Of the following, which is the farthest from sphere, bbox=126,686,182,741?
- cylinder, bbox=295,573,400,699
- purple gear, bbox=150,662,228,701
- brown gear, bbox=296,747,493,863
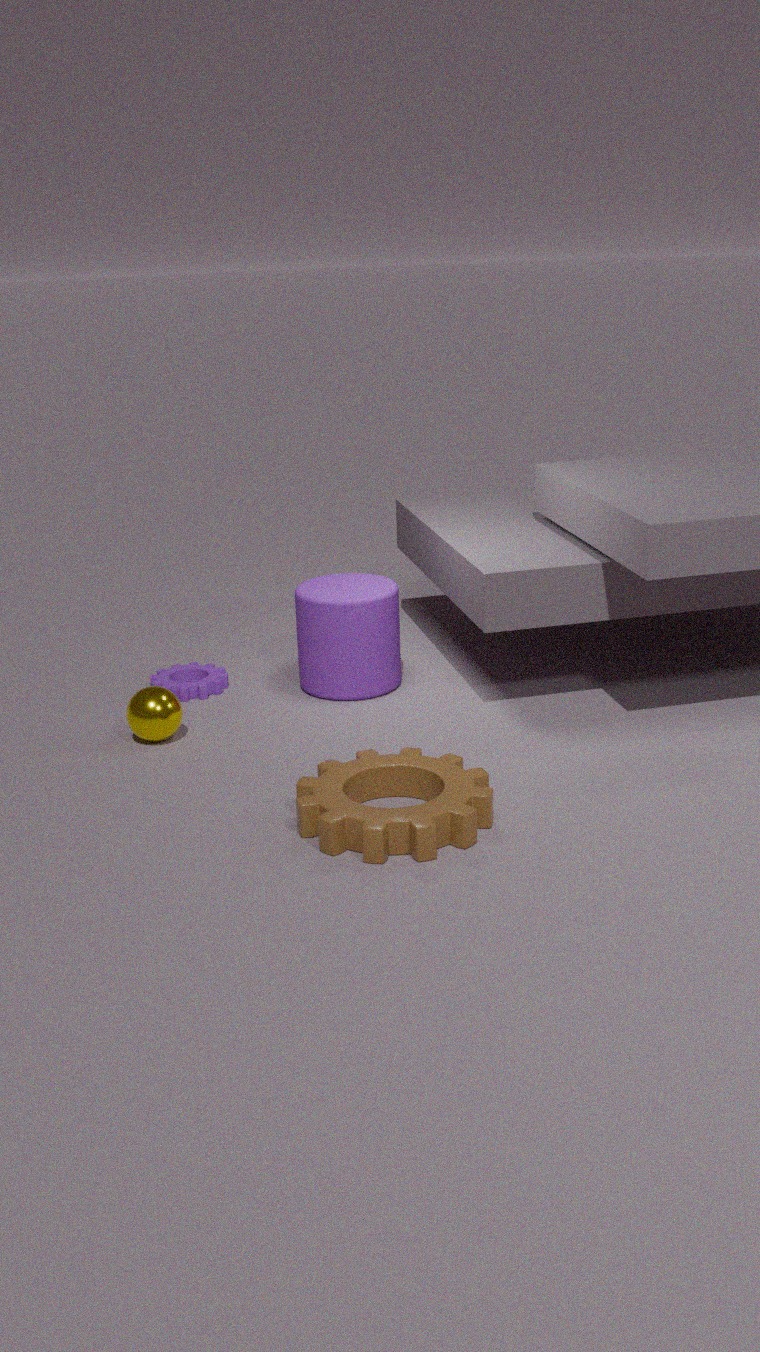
brown gear, bbox=296,747,493,863
